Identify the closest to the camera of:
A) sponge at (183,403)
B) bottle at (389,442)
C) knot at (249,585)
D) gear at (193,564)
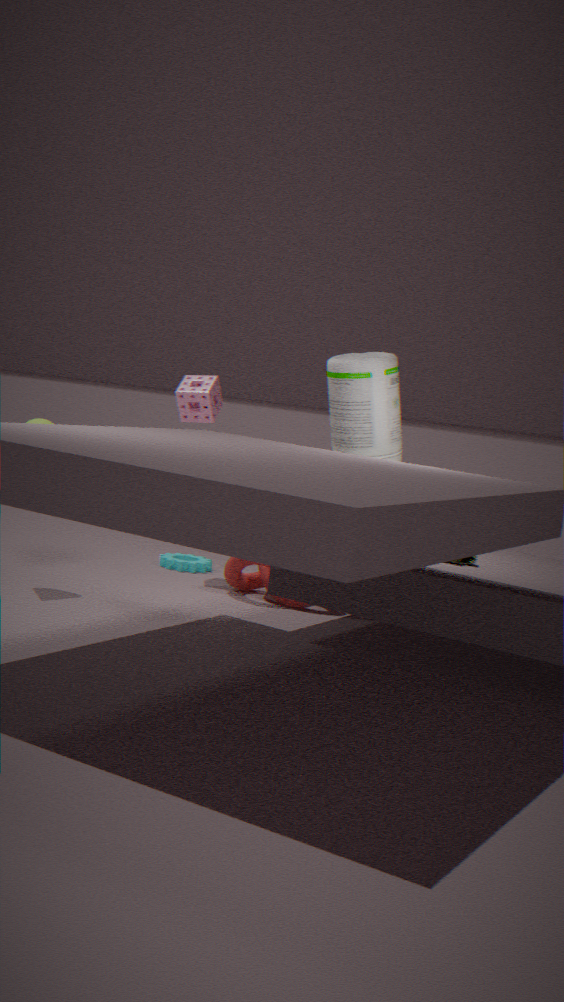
bottle at (389,442)
